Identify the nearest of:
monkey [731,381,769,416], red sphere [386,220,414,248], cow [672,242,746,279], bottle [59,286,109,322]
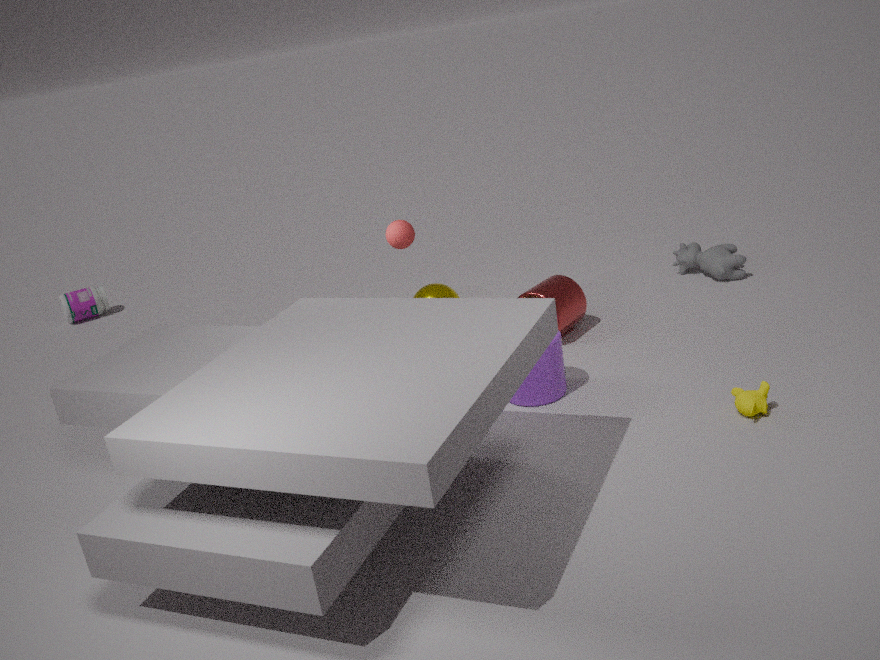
monkey [731,381,769,416]
